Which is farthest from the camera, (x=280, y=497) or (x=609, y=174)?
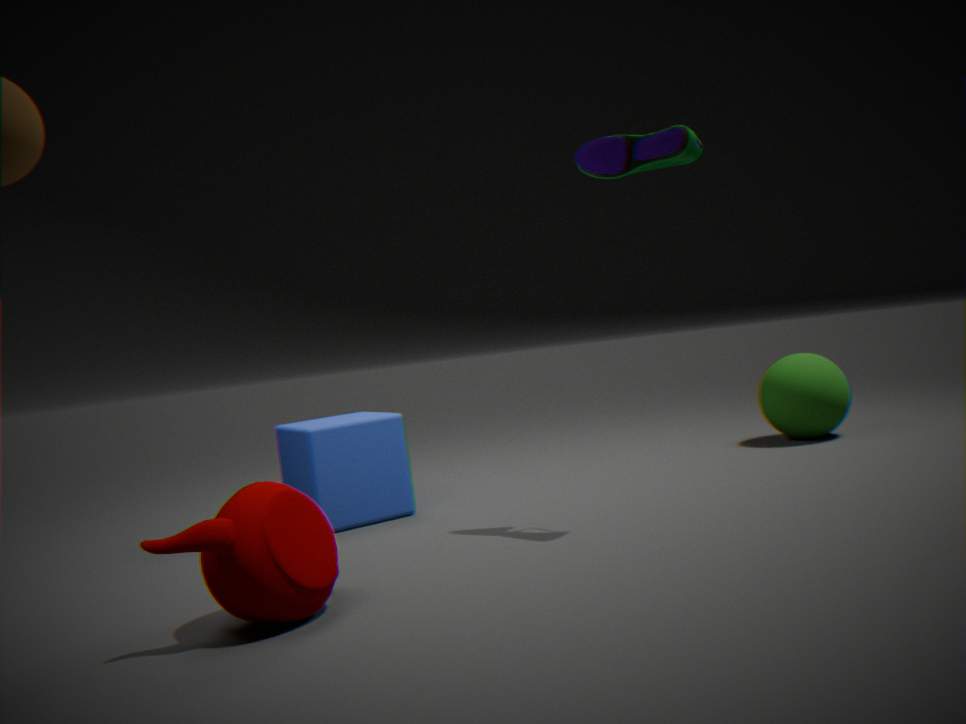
→ (x=609, y=174)
